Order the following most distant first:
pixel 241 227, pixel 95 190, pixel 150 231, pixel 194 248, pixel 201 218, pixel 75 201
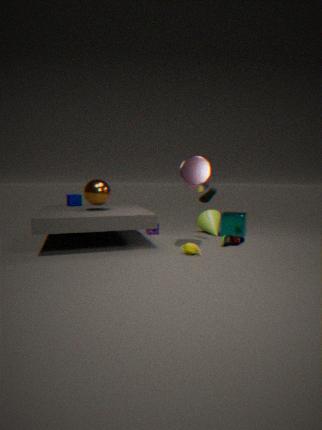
1. pixel 201 218
2. pixel 150 231
3. pixel 75 201
4. pixel 241 227
5. pixel 95 190
6. pixel 194 248
